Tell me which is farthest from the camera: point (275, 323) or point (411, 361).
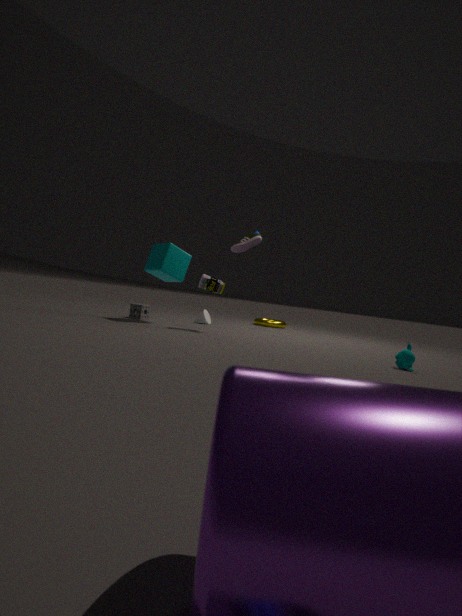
point (275, 323)
